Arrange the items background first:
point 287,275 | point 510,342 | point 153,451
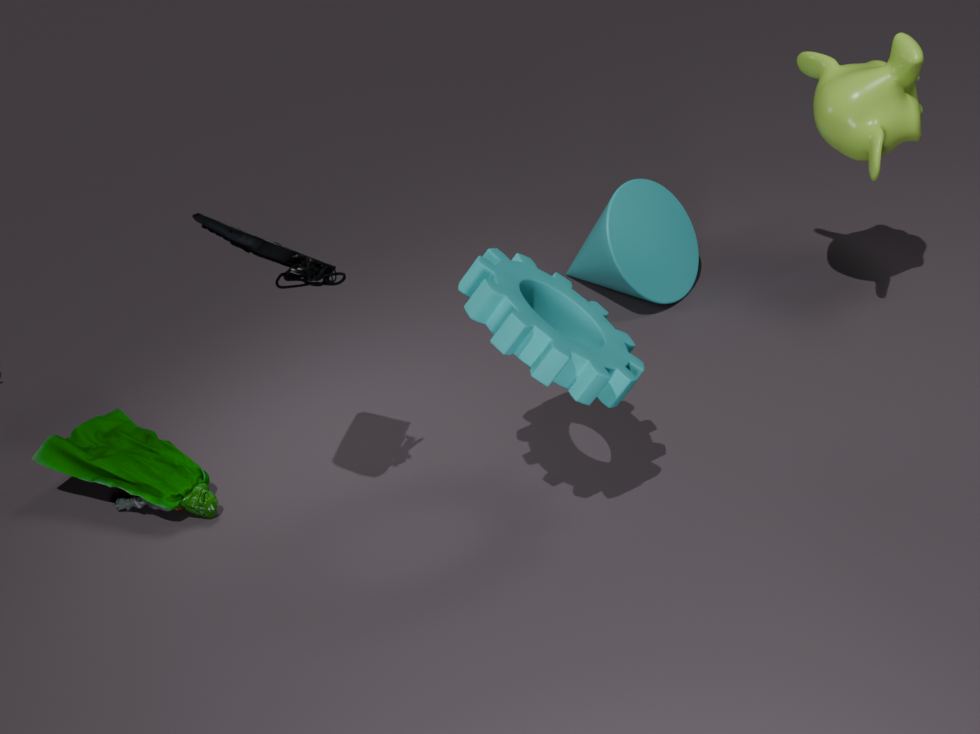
point 153,451, point 287,275, point 510,342
